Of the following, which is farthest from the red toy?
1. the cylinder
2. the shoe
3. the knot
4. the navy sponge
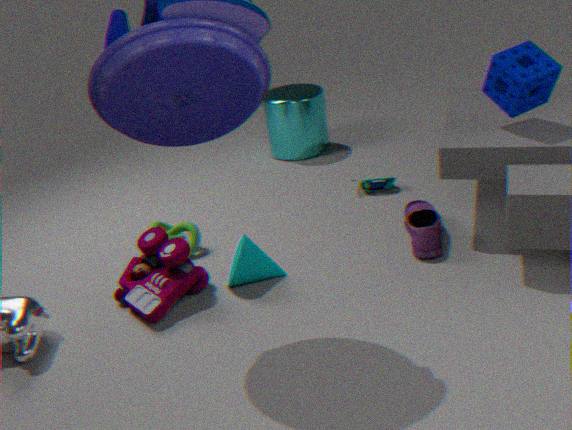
the navy sponge
